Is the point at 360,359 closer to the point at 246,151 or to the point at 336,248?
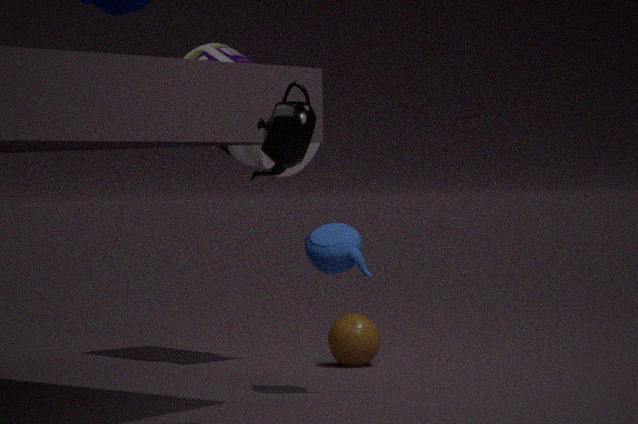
the point at 336,248
